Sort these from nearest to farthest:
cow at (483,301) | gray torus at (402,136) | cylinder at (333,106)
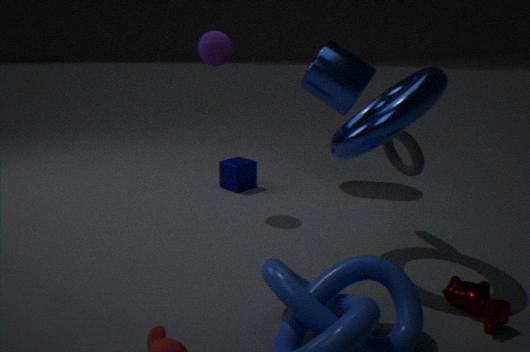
cow at (483,301) → gray torus at (402,136) → cylinder at (333,106)
